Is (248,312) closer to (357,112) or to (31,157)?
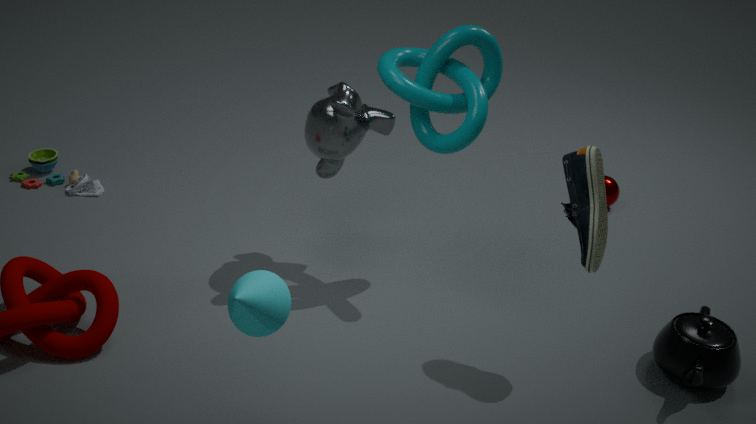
(357,112)
